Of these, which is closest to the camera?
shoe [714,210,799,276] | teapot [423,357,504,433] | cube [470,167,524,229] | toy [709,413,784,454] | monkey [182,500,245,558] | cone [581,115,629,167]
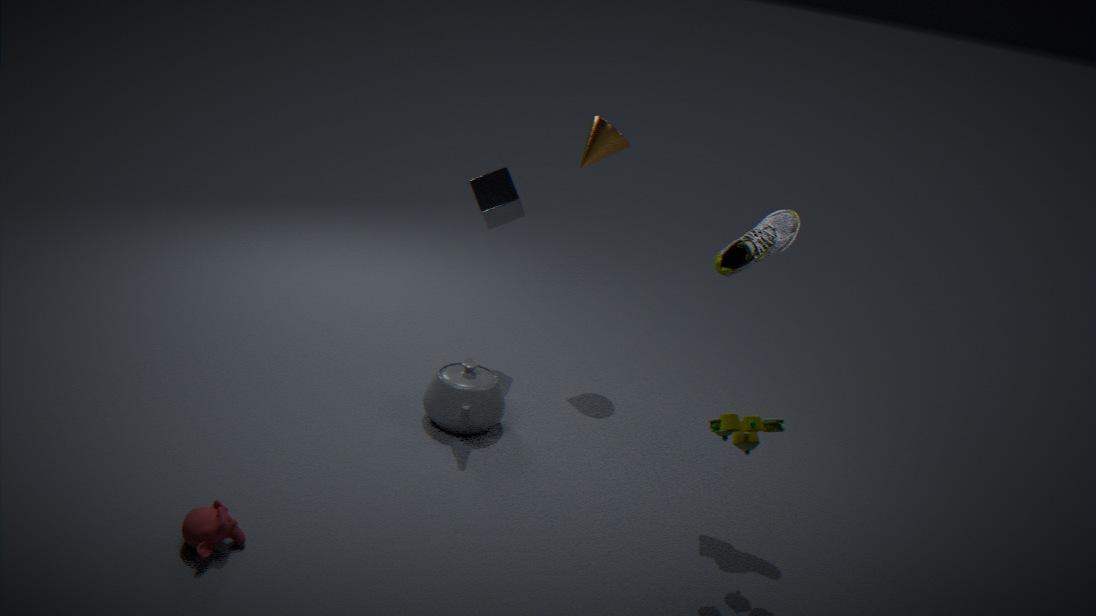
monkey [182,500,245,558]
